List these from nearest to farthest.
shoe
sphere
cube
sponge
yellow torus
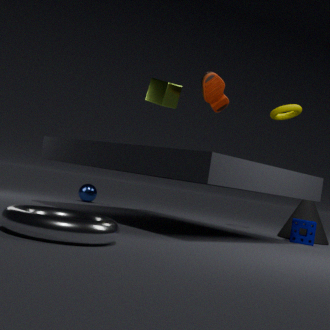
shoe → cube → sponge → yellow torus → sphere
